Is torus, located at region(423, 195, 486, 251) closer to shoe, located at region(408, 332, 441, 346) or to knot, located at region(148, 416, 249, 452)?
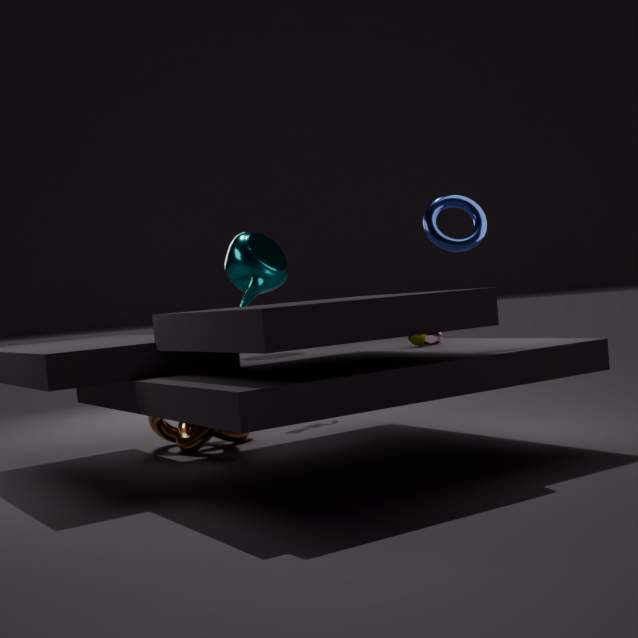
shoe, located at region(408, 332, 441, 346)
